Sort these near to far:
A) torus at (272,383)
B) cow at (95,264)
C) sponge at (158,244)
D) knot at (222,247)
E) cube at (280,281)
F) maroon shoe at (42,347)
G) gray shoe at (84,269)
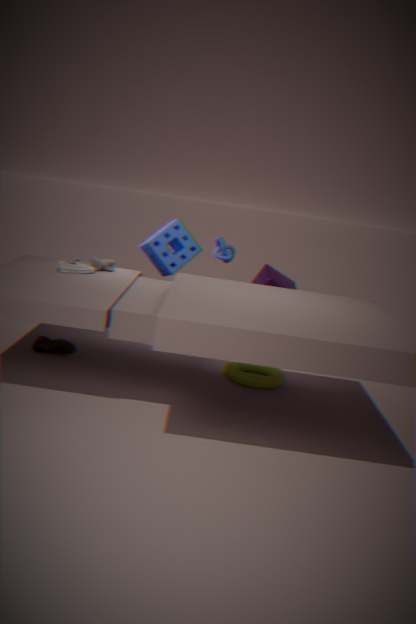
gray shoe at (84,269) < torus at (272,383) < maroon shoe at (42,347) < cow at (95,264) < sponge at (158,244) < cube at (280,281) < knot at (222,247)
